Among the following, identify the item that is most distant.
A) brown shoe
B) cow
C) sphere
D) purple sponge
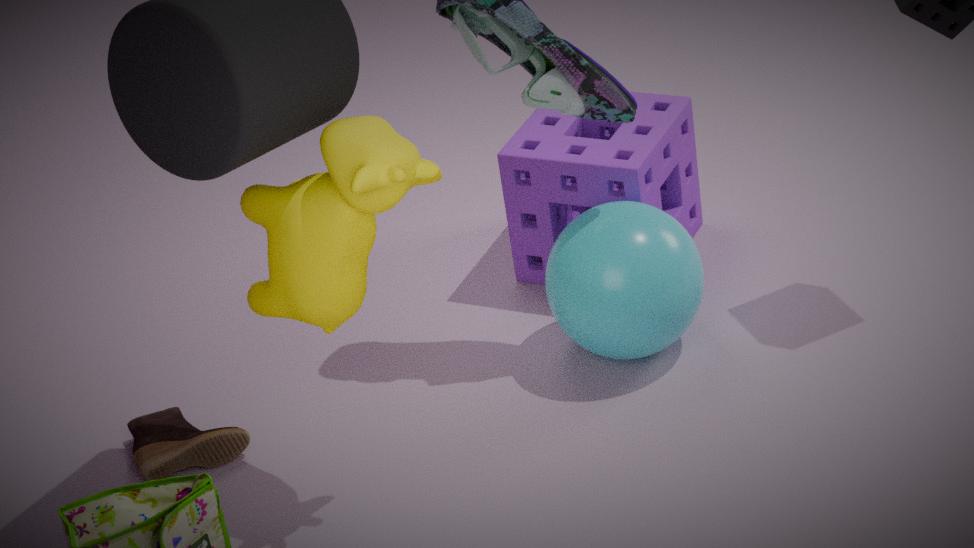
purple sponge
